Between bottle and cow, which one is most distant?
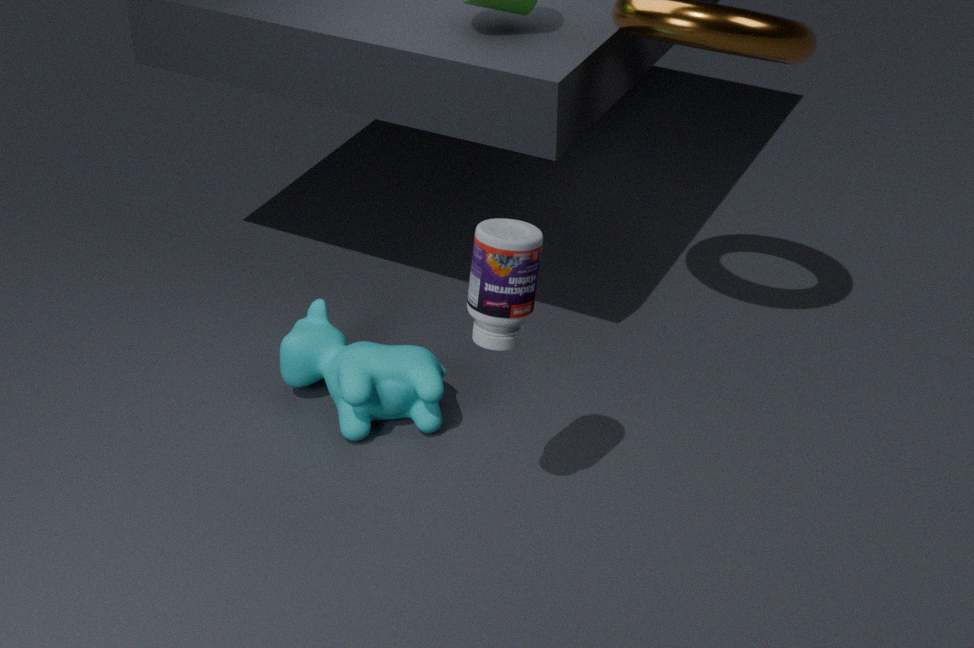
cow
